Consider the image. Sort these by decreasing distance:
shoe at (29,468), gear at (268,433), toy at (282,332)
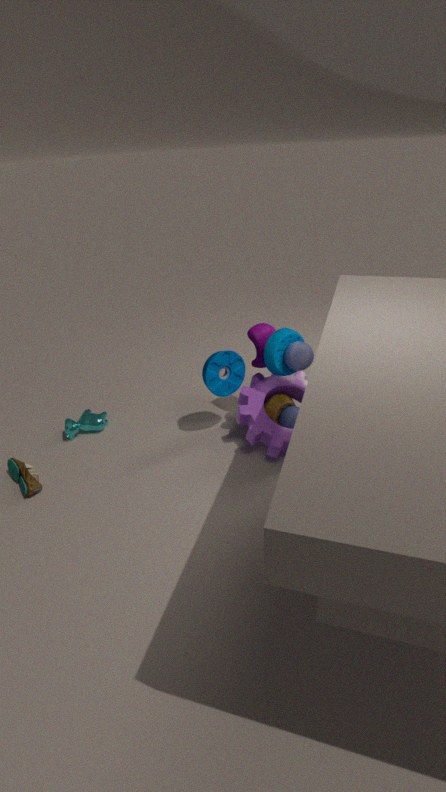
gear at (268,433)
toy at (282,332)
shoe at (29,468)
